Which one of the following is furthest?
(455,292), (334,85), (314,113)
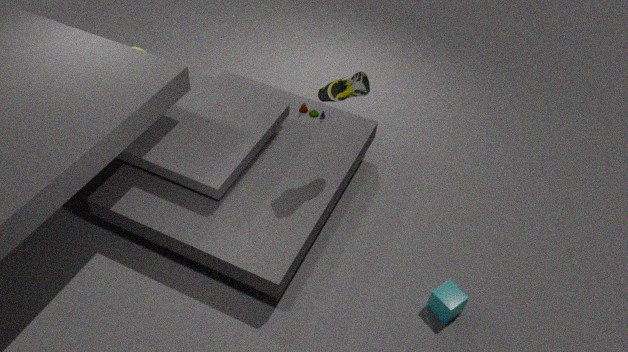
(314,113)
